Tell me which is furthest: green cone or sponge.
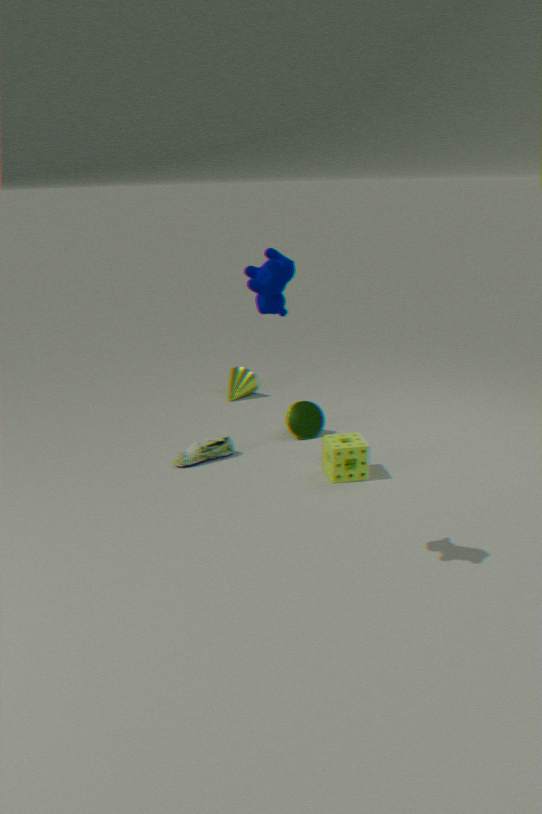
green cone
